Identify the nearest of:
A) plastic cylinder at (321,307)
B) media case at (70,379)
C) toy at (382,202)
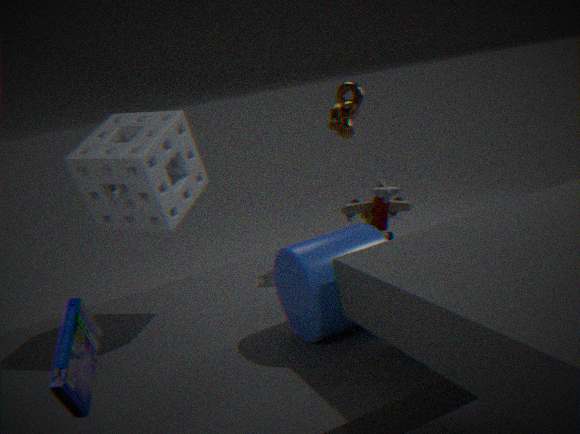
media case at (70,379)
